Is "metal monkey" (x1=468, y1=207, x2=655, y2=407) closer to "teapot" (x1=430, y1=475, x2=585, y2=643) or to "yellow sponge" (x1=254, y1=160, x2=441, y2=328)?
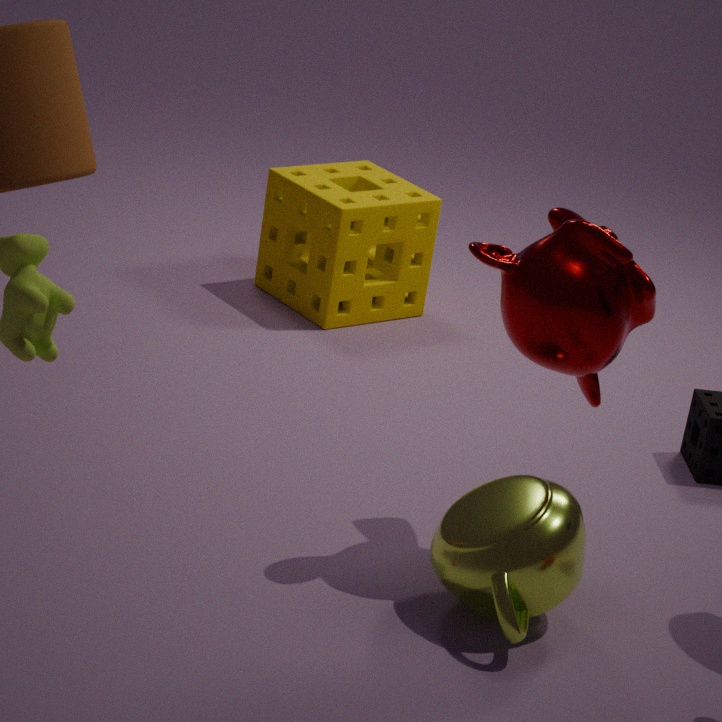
"teapot" (x1=430, y1=475, x2=585, y2=643)
